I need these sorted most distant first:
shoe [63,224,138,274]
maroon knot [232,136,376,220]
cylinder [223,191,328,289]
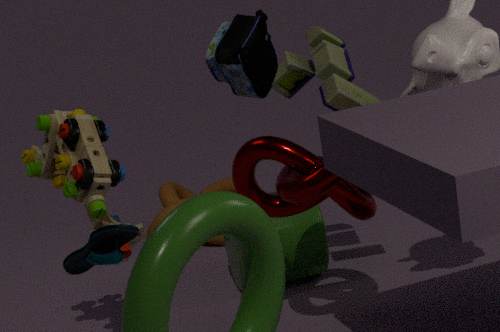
cylinder [223,191,328,289] < maroon knot [232,136,376,220] < shoe [63,224,138,274]
